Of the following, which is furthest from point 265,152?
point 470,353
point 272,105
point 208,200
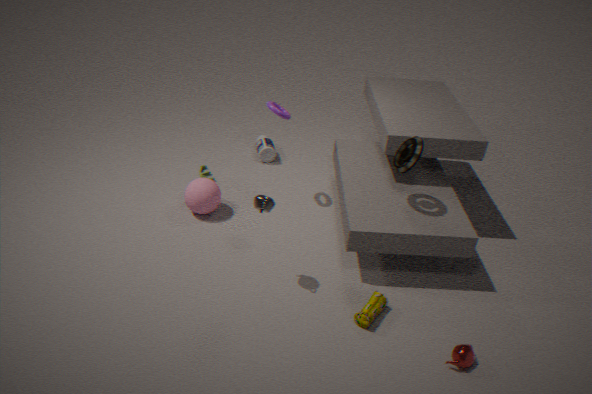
point 470,353
